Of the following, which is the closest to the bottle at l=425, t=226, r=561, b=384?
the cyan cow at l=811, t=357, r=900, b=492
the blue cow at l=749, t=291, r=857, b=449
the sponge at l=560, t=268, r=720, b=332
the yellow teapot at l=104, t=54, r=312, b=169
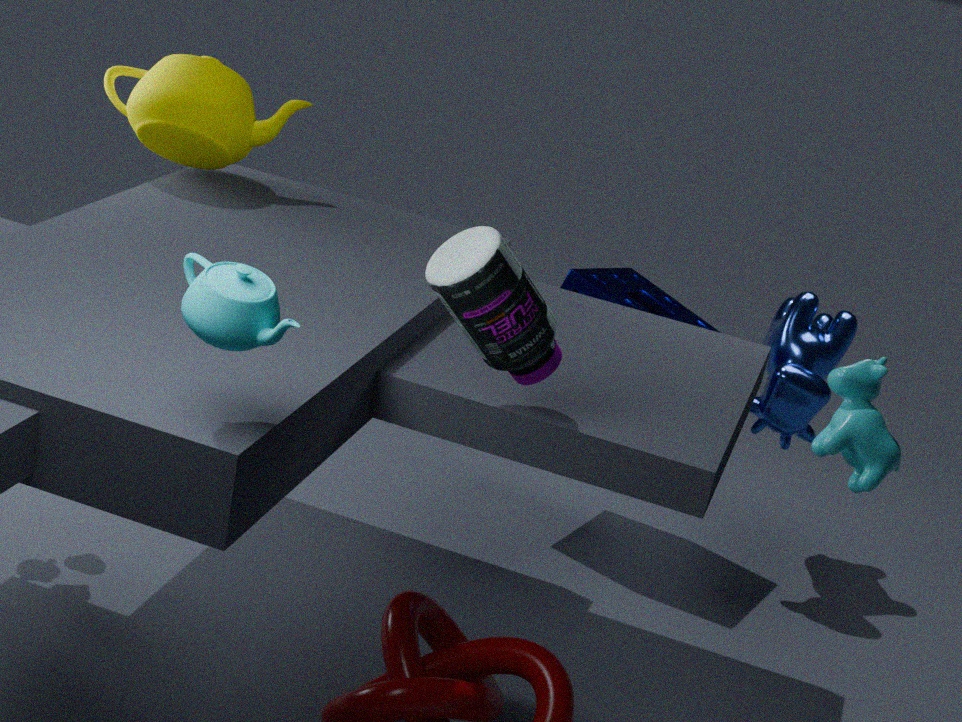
the cyan cow at l=811, t=357, r=900, b=492
